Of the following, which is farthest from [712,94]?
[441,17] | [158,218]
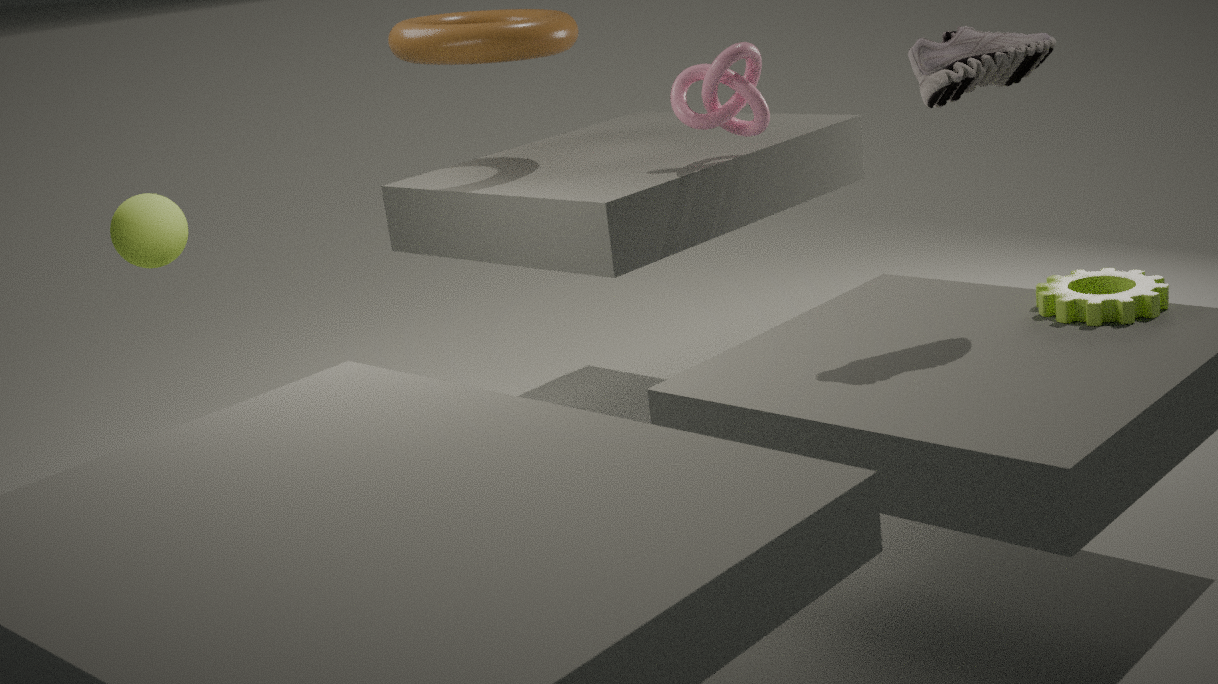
[158,218]
